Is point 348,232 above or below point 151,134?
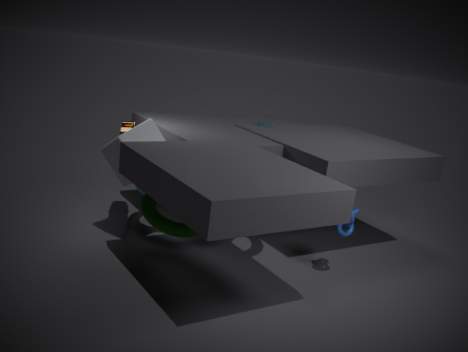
below
